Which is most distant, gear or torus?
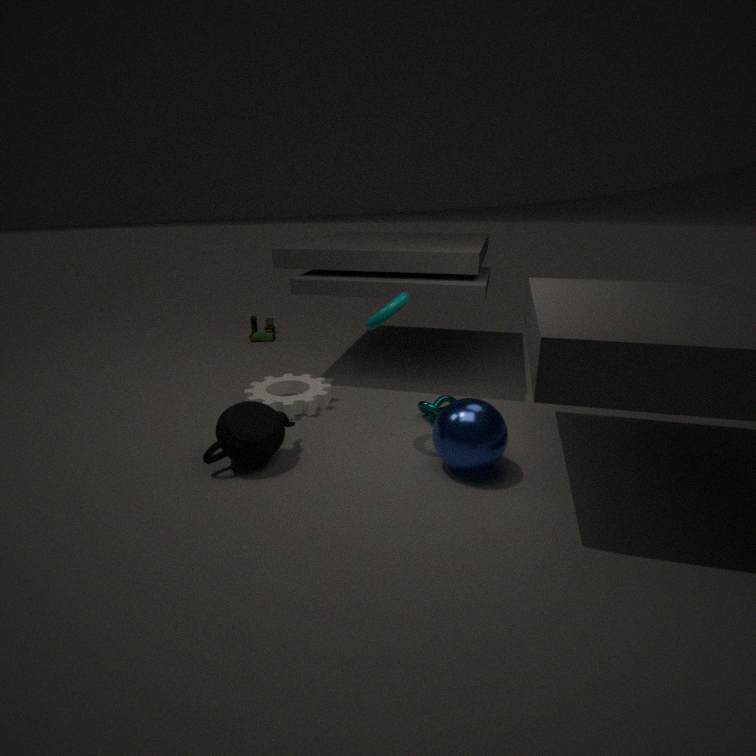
gear
